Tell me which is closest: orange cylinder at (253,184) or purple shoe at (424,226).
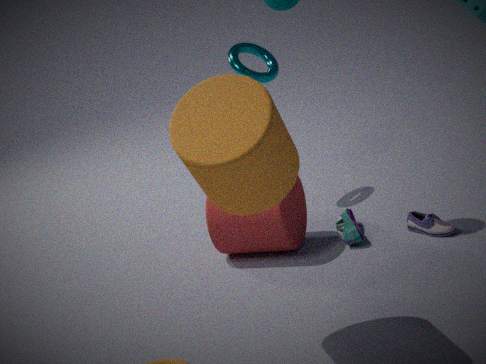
orange cylinder at (253,184)
